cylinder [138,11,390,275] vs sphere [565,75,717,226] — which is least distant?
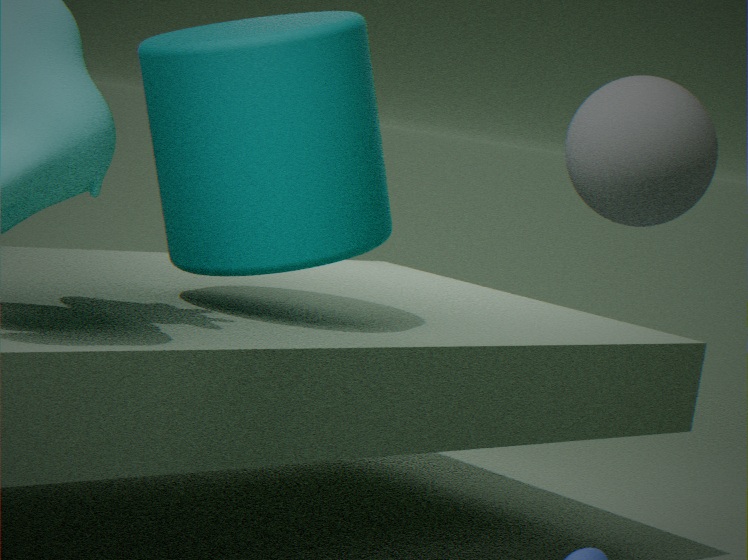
sphere [565,75,717,226]
